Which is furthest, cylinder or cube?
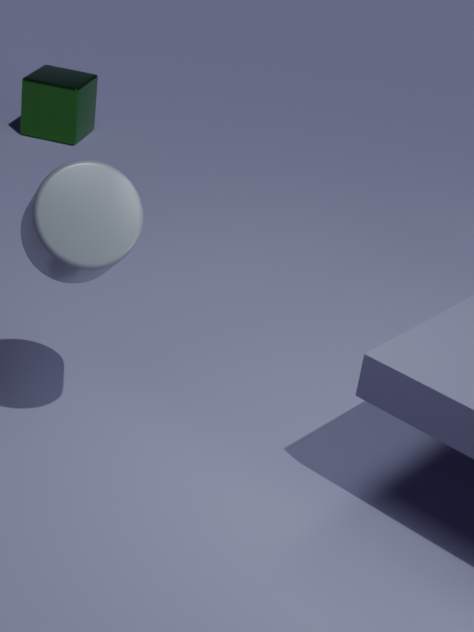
cube
